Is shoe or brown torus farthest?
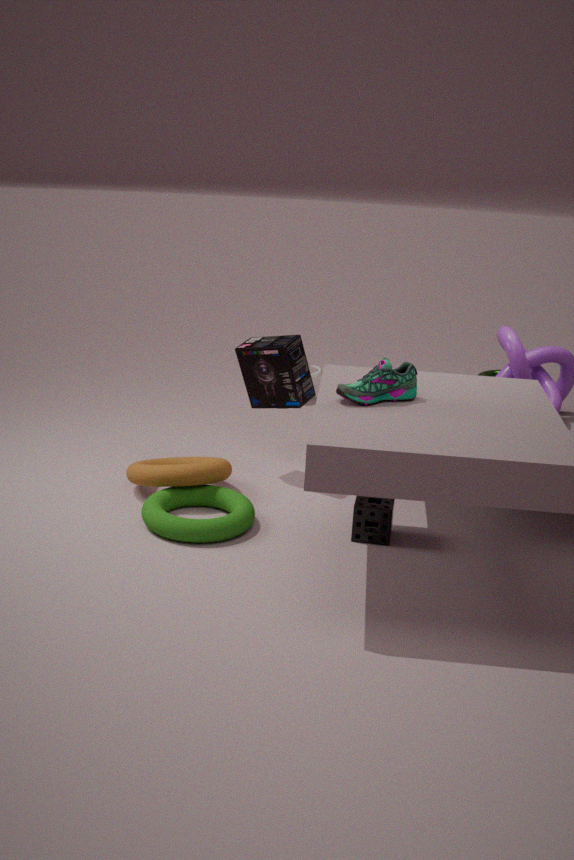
brown torus
